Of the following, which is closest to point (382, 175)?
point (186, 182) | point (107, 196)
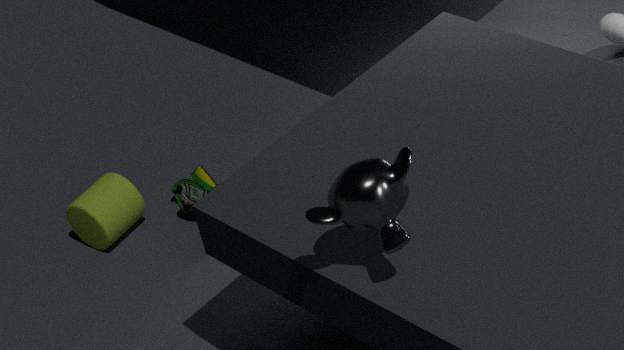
point (186, 182)
